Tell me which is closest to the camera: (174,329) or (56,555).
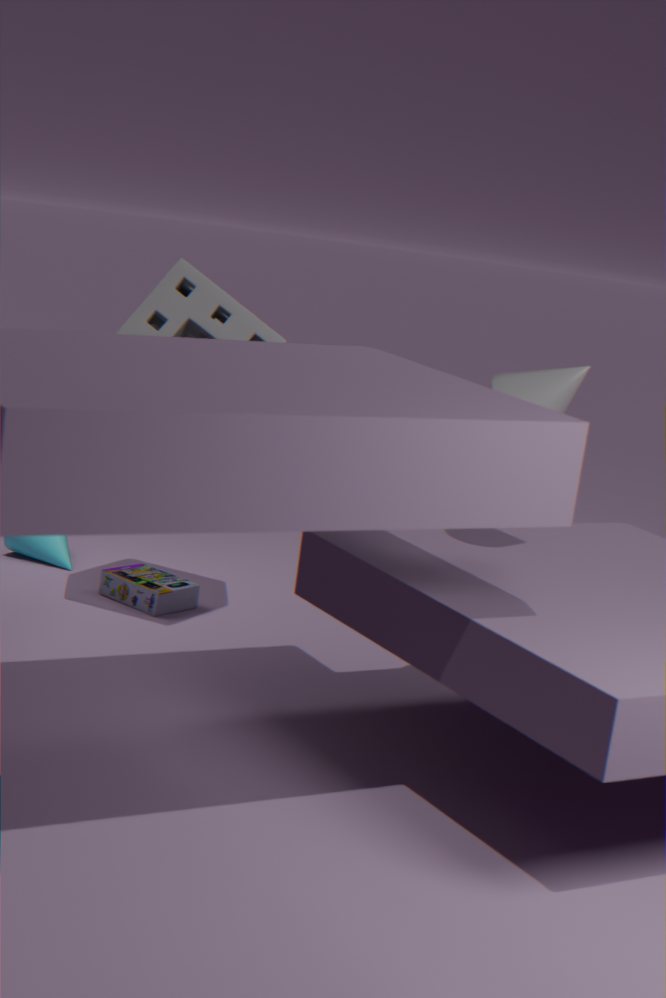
(174,329)
